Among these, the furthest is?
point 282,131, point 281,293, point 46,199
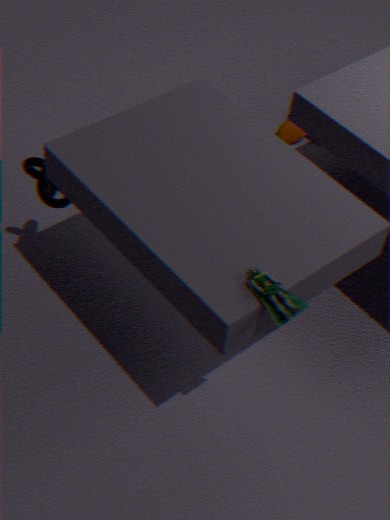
point 282,131
